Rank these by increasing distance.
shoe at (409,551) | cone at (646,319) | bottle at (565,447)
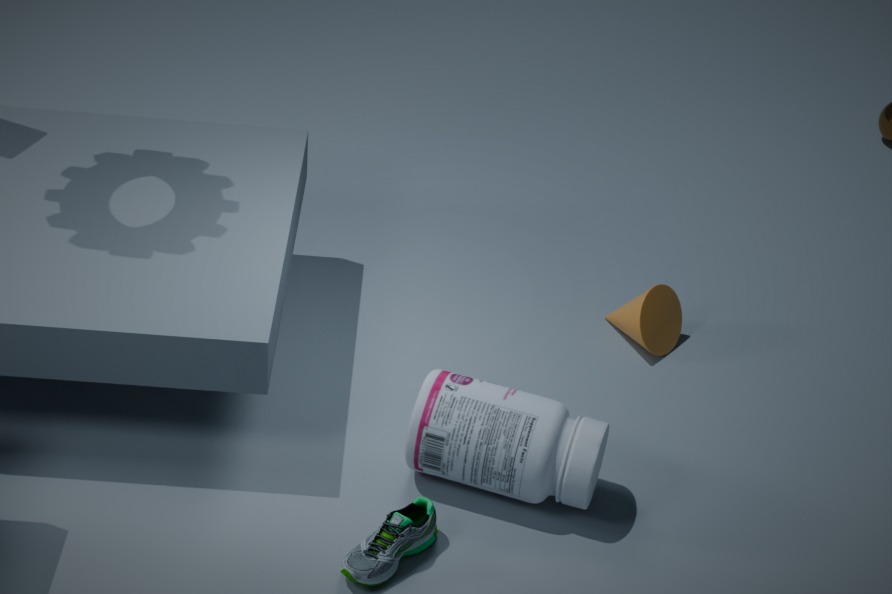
shoe at (409,551) → bottle at (565,447) → cone at (646,319)
